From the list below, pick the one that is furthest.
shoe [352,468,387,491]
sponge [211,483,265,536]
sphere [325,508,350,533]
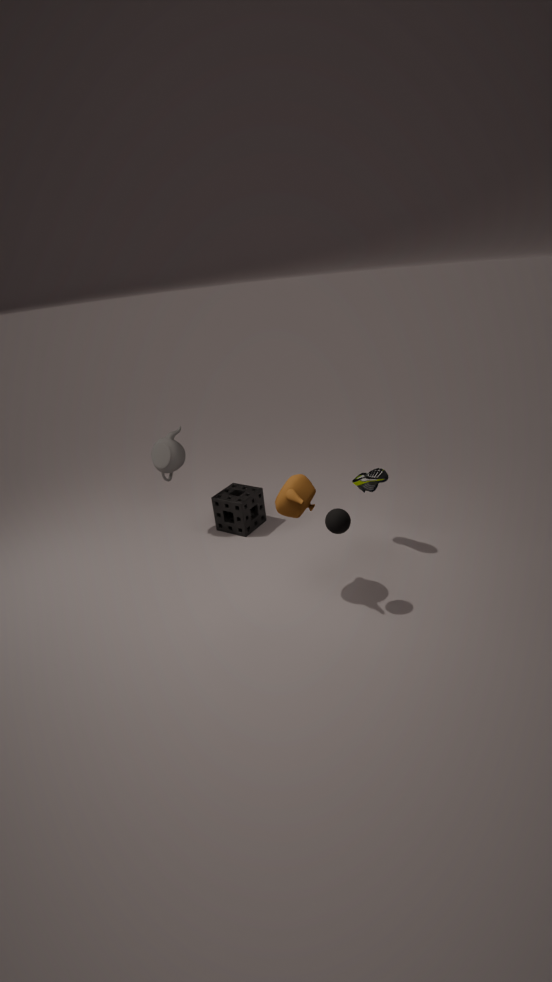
sponge [211,483,265,536]
